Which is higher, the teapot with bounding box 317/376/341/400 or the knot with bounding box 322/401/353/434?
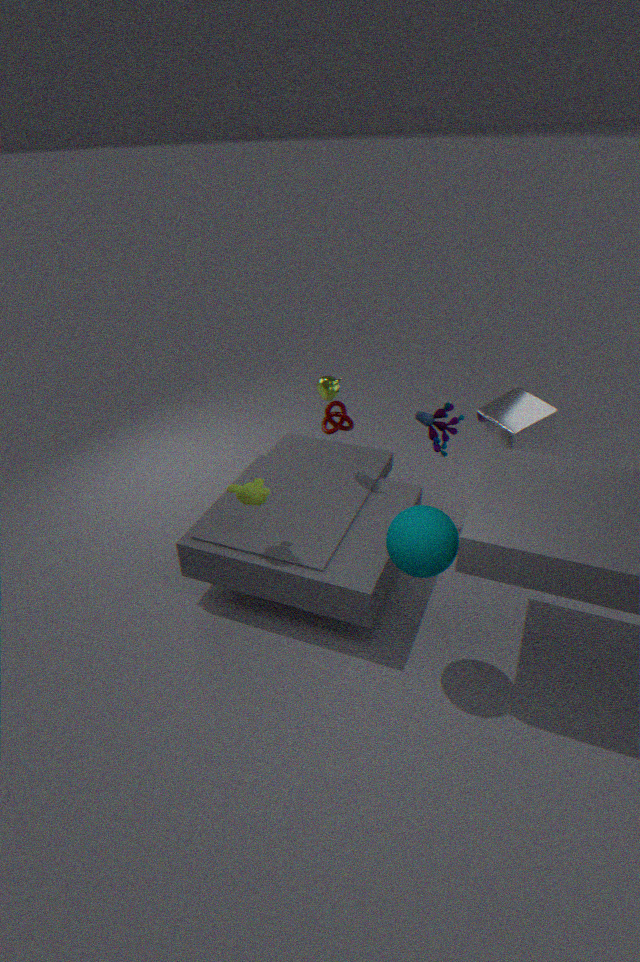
the teapot with bounding box 317/376/341/400
